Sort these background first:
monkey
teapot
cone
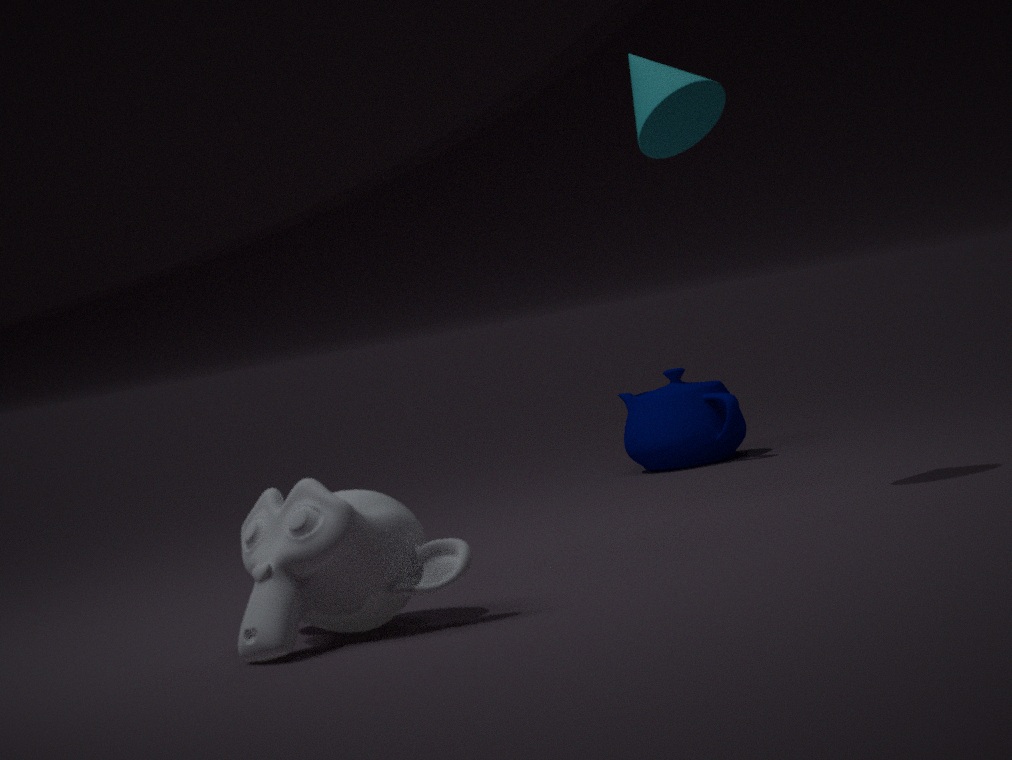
teapot, cone, monkey
